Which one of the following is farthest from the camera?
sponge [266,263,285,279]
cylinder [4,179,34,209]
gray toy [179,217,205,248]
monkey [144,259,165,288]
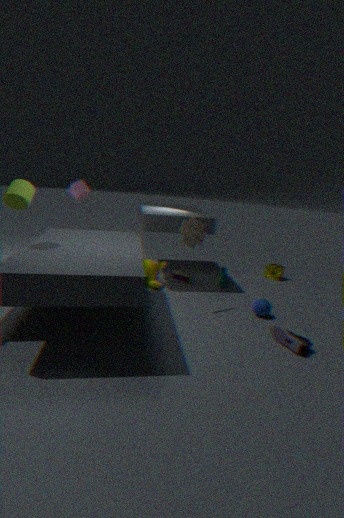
sponge [266,263,285,279]
